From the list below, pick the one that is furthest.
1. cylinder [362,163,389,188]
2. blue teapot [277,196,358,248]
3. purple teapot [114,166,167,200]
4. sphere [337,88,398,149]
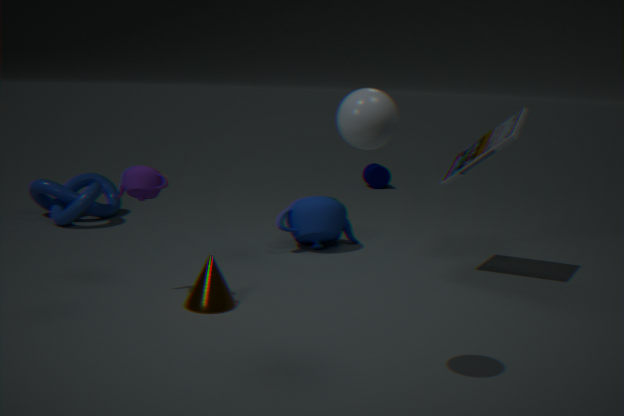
cylinder [362,163,389,188]
